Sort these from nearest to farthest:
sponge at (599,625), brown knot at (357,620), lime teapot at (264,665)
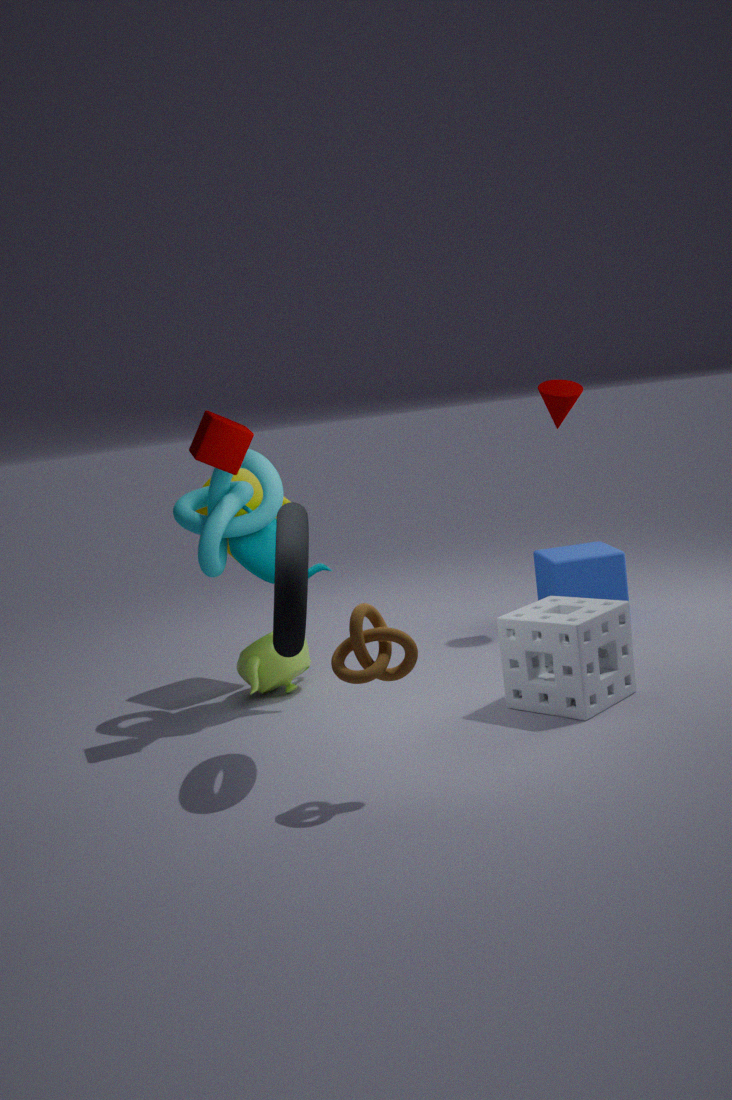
brown knot at (357,620)
sponge at (599,625)
lime teapot at (264,665)
